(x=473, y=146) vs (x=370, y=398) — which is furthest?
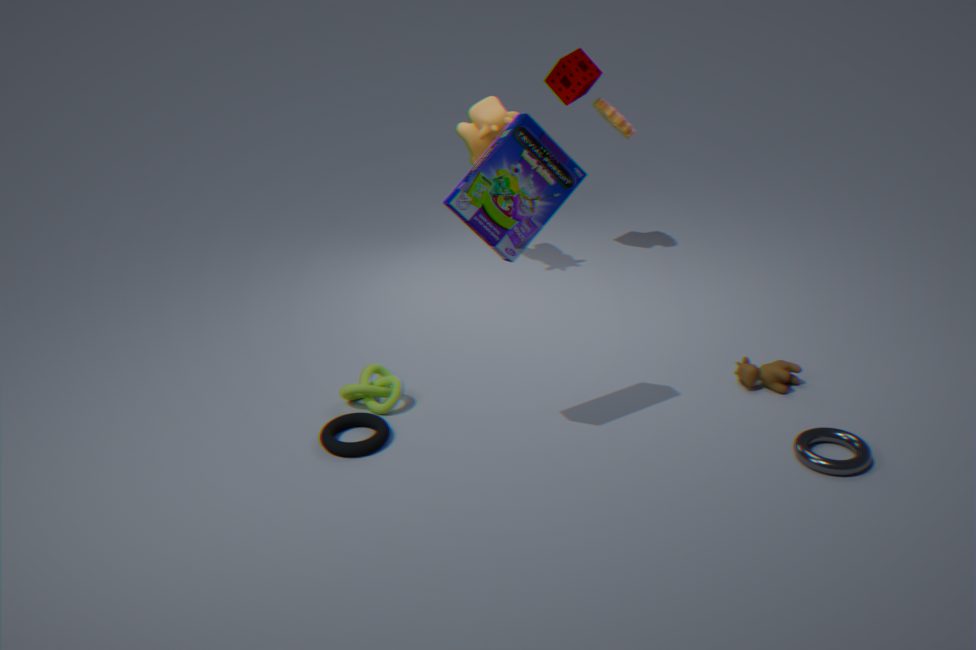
(x=473, y=146)
